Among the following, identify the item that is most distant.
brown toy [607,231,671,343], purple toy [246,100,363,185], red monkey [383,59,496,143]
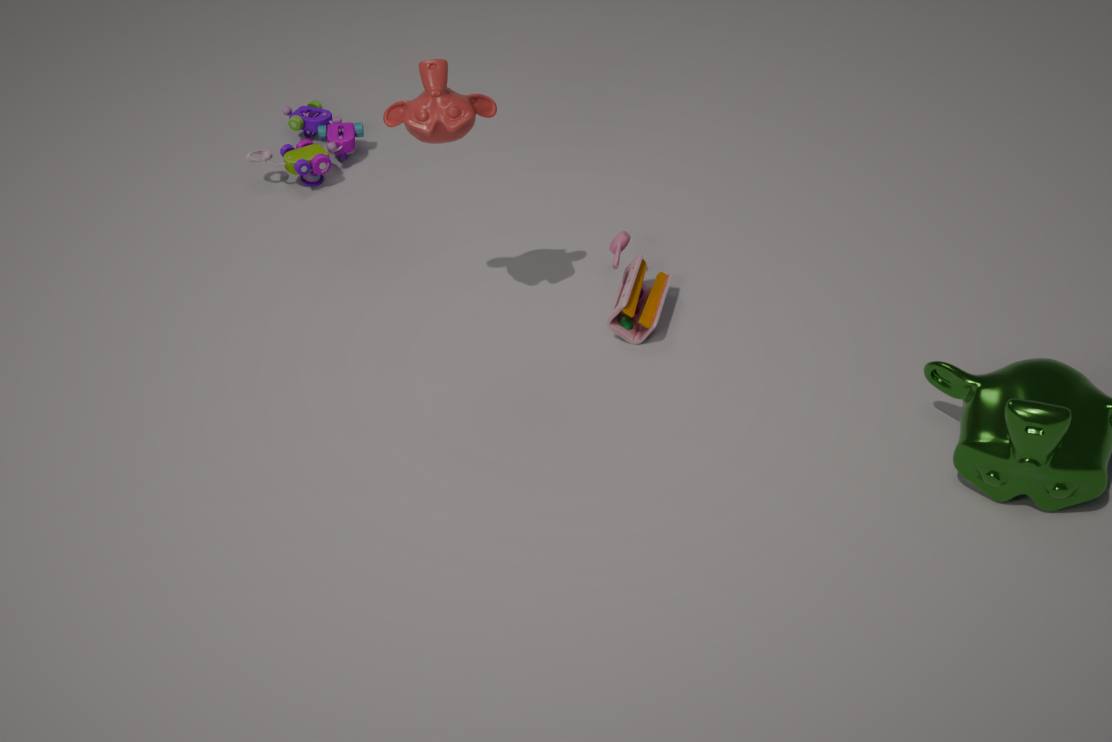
purple toy [246,100,363,185]
